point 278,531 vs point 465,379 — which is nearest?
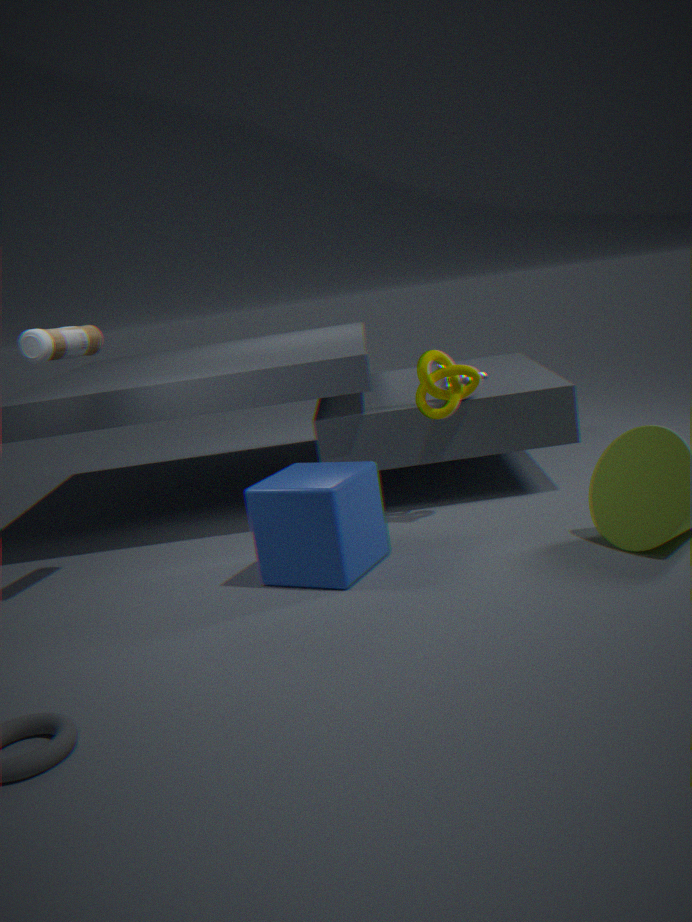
point 278,531
